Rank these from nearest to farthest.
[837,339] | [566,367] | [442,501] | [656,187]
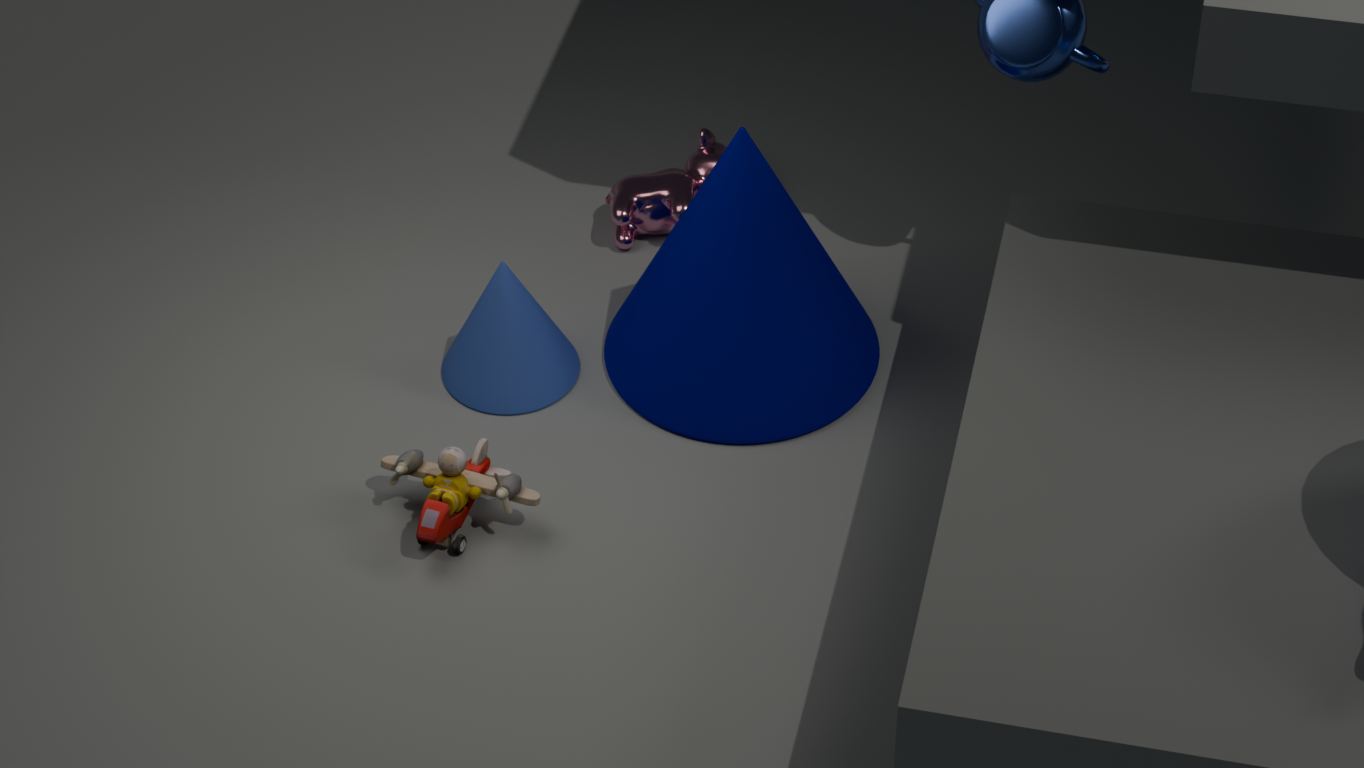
[442,501] < [837,339] < [566,367] < [656,187]
